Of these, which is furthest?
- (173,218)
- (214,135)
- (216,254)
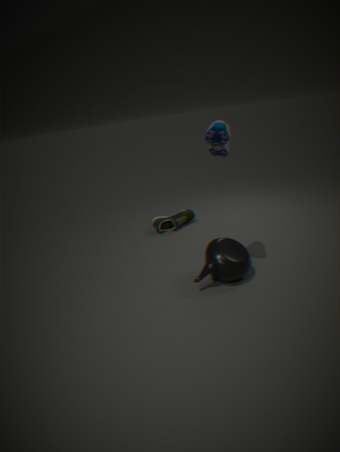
(173,218)
